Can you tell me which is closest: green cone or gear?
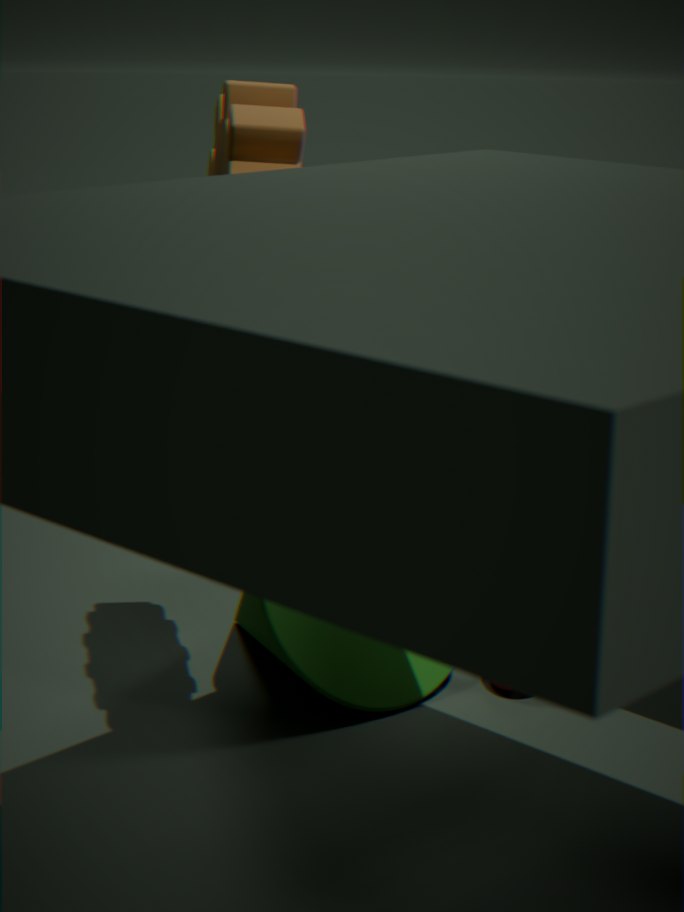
gear
